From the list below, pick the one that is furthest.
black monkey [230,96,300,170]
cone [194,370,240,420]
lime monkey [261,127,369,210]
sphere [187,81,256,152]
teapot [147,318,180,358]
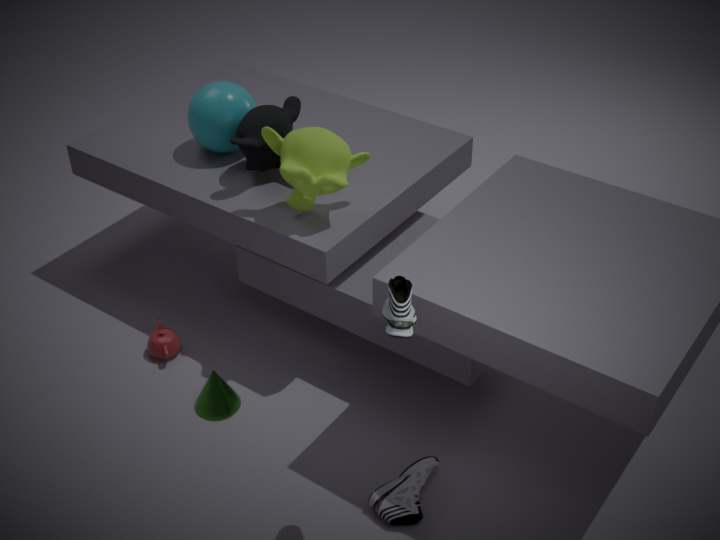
sphere [187,81,256,152]
